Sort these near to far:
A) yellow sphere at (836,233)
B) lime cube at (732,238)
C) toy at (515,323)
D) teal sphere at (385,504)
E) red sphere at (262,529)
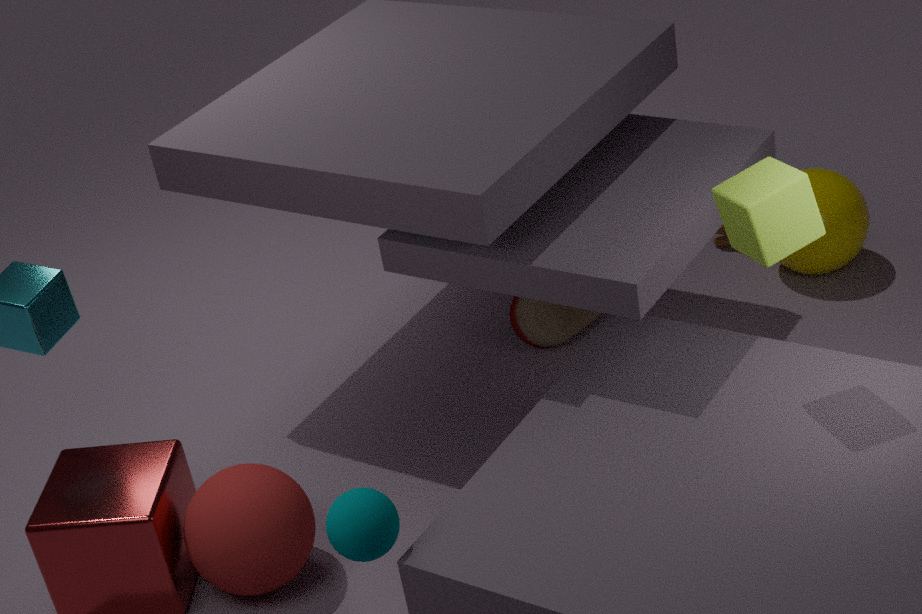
teal sphere at (385,504) < lime cube at (732,238) < red sphere at (262,529) < toy at (515,323) < yellow sphere at (836,233)
